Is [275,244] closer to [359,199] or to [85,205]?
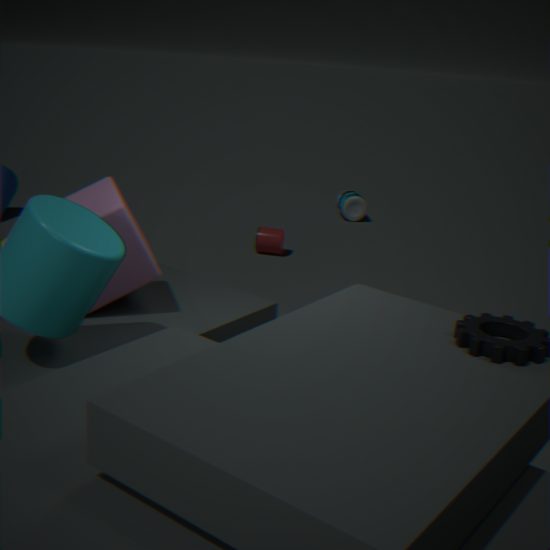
[359,199]
